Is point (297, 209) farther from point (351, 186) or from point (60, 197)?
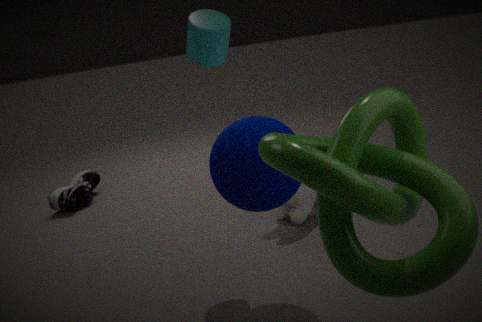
point (60, 197)
